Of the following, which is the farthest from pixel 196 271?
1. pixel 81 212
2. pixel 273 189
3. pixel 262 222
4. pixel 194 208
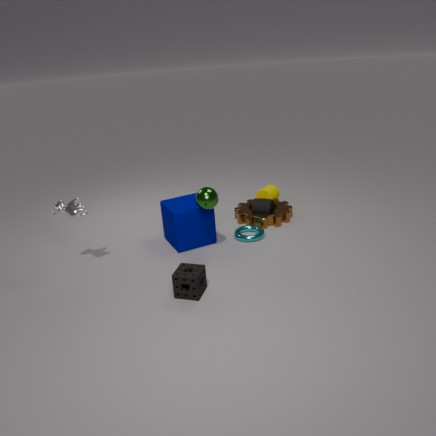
pixel 273 189
